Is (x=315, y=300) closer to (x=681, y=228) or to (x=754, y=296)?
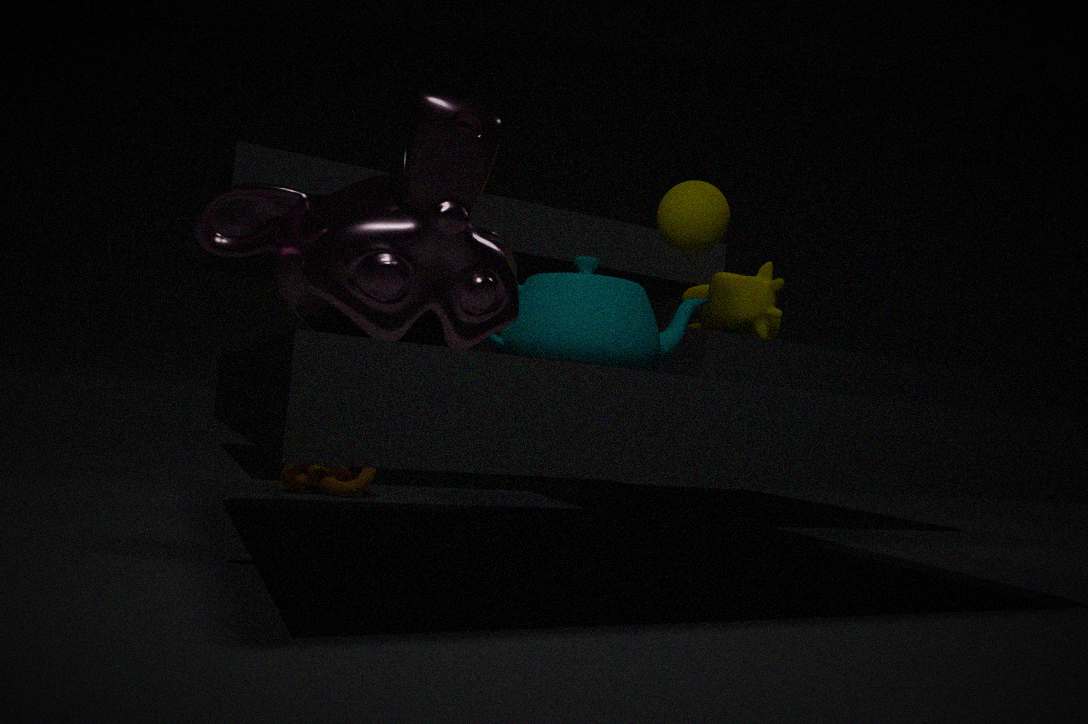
(x=681, y=228)
